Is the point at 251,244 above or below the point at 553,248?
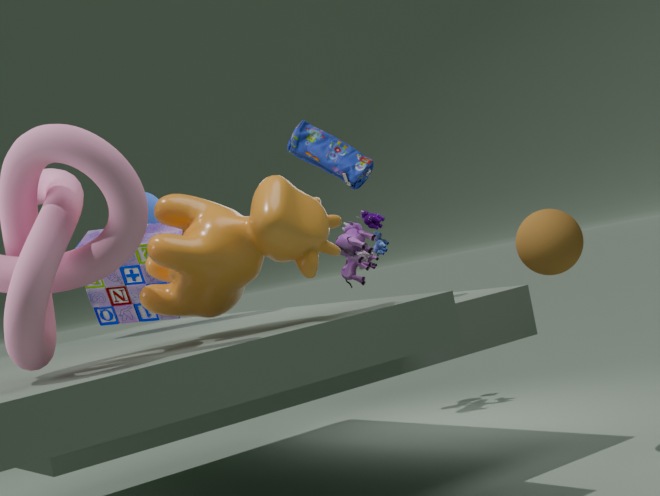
above
